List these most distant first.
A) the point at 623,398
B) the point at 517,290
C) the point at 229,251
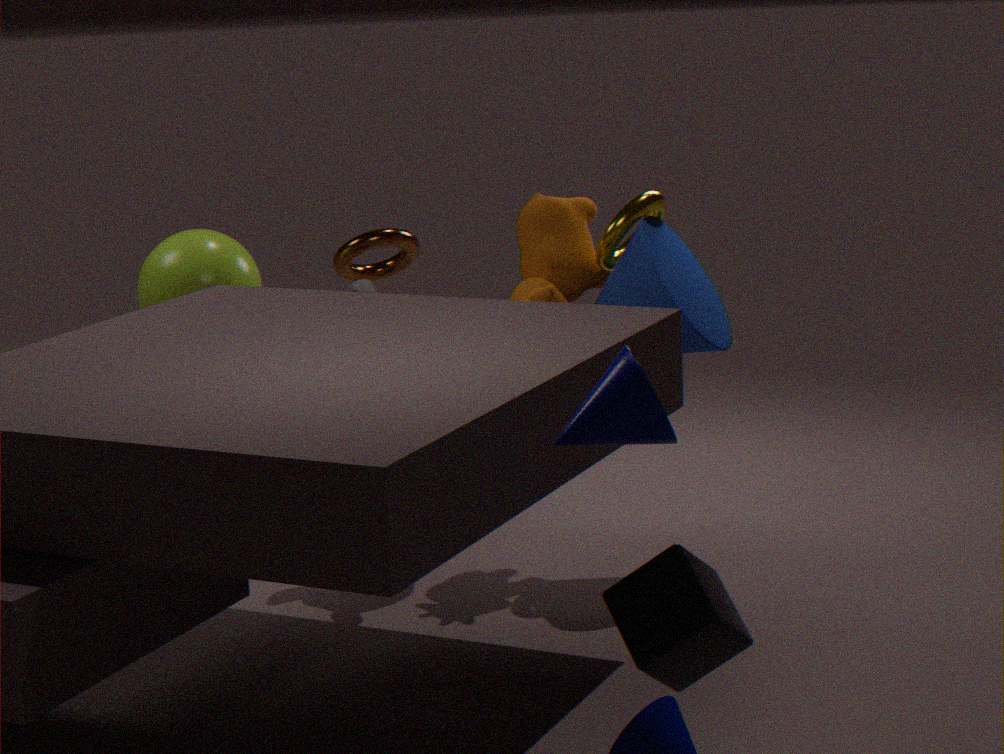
1. the point at 229,251
2. the point at 517,290
3. the point at 623,398
